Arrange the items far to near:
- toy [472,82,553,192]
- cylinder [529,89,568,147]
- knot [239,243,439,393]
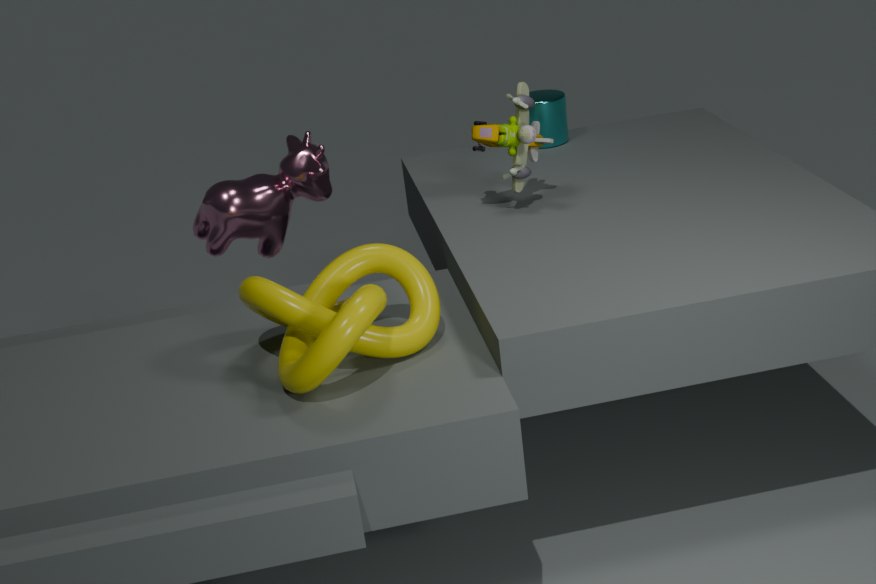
1. cylinder [529,89,568,147]
2. toy [472,82,553,192]
3. knot [239,243,439,393]
